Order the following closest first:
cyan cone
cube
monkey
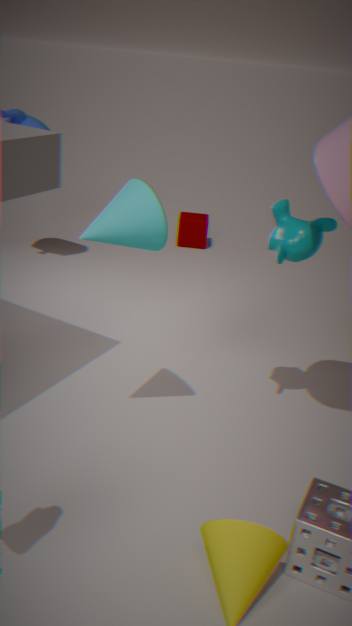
cyan cone
monkey
cube
